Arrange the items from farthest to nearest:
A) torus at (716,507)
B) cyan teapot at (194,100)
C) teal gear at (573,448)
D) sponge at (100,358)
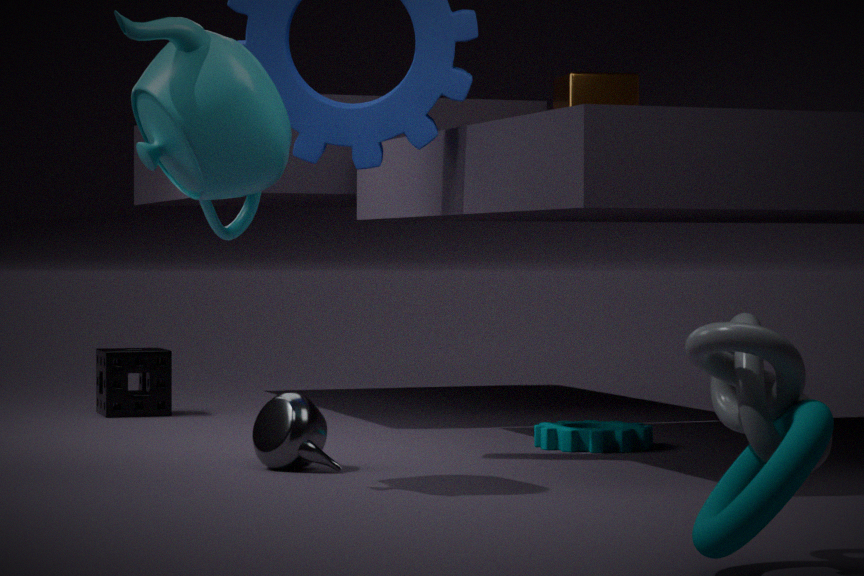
1. sponge at (100,358)
2. teal gear at (573,448)
3. cyan teapot at (194,100)
4. torus at (716,507)
